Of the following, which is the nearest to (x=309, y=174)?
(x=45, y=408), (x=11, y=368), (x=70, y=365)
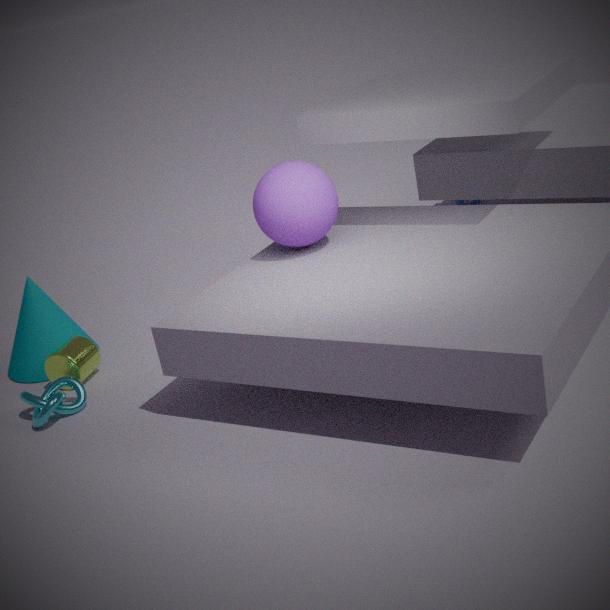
(x=70, y=365)
